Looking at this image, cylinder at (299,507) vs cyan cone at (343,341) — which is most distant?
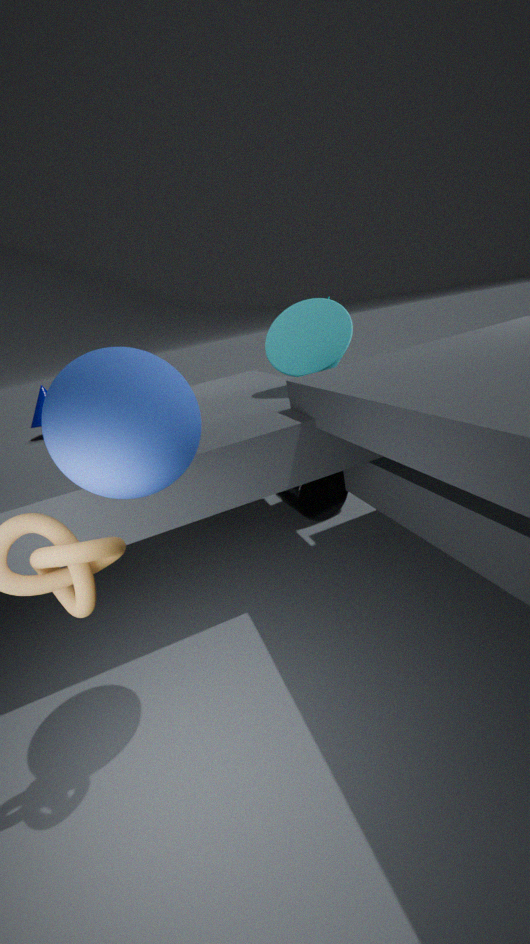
cylinder at (299,507)
